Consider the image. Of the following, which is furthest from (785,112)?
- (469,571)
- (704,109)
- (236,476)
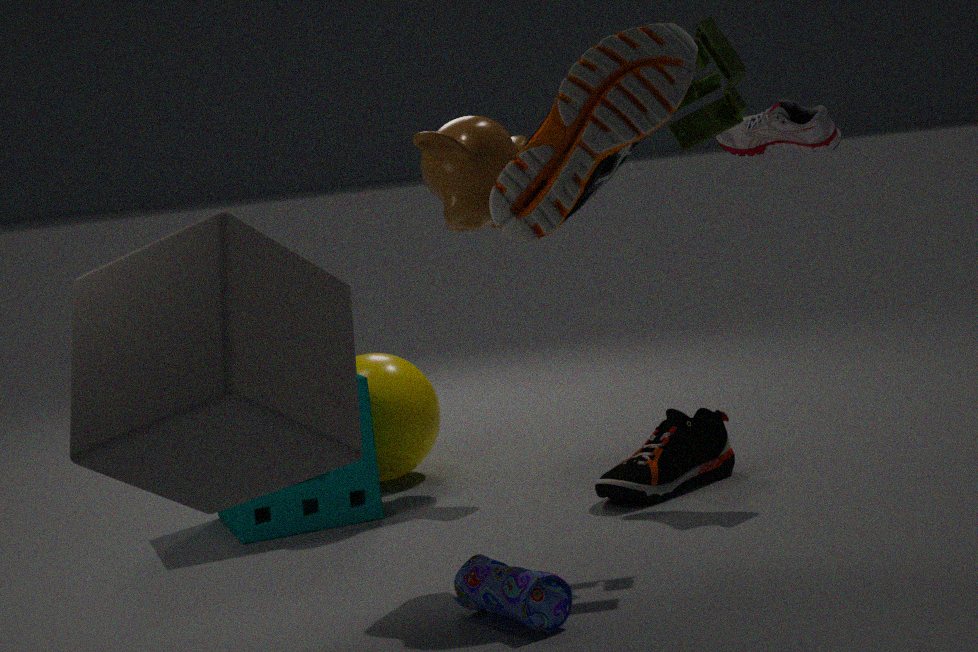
(236,476)
